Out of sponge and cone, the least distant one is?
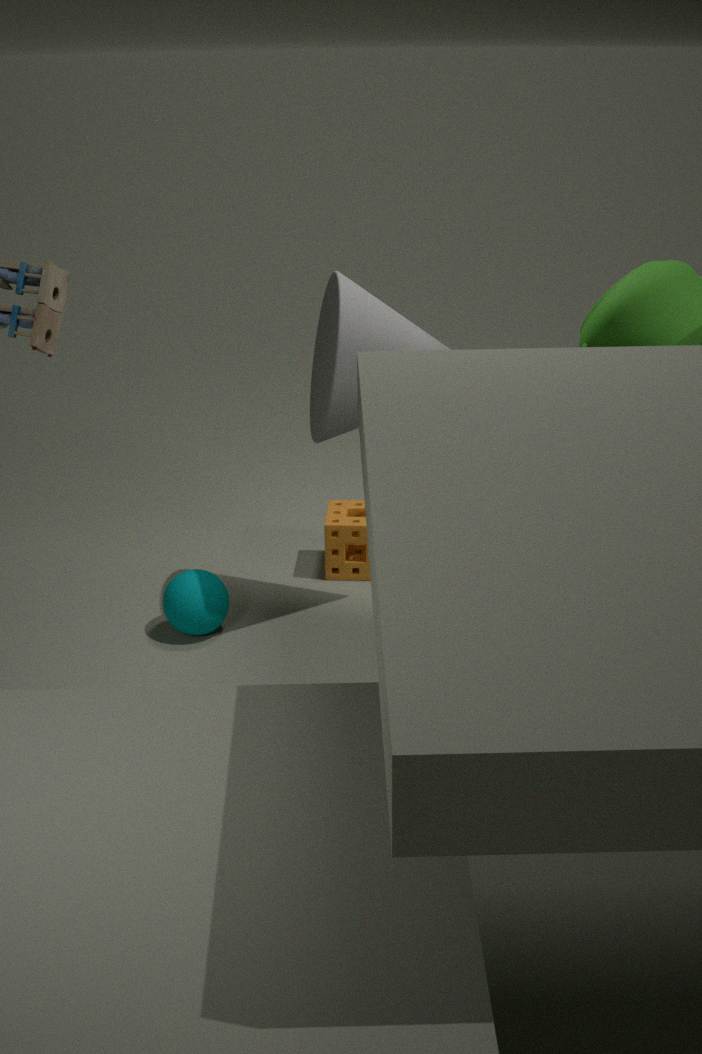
cone
